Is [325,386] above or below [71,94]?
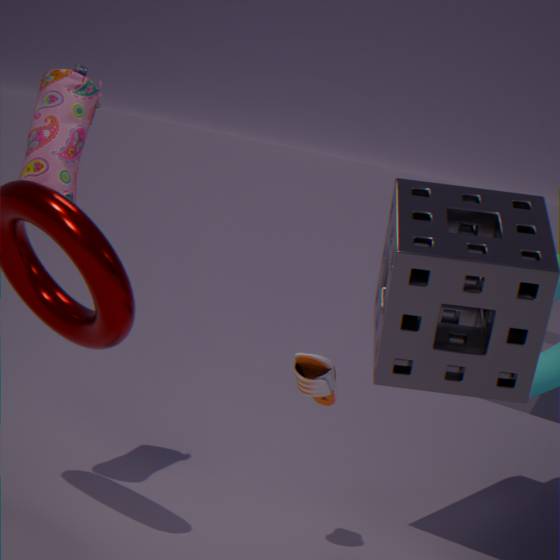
below
